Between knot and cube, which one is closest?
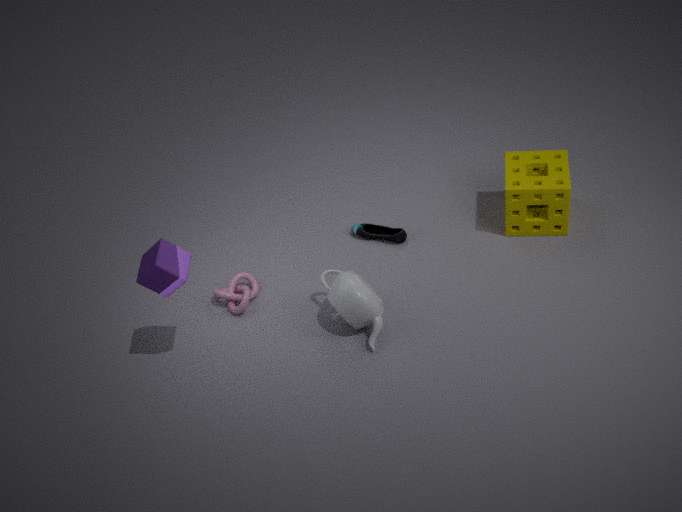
cube
